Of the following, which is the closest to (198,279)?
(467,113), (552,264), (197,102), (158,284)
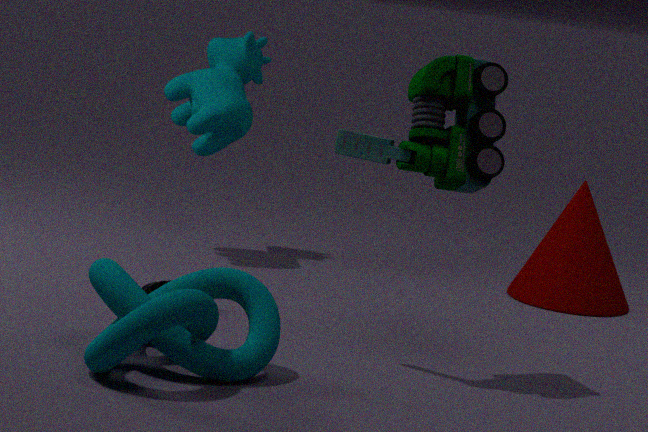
(158,284)
